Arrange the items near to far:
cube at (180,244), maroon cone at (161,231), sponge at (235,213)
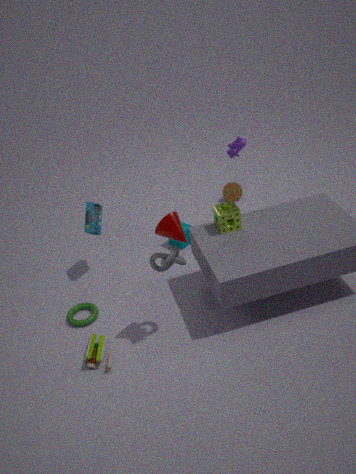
1. maroon cone at (161,231)
2. sponge at (235,213)
3. cube at (180,244)
